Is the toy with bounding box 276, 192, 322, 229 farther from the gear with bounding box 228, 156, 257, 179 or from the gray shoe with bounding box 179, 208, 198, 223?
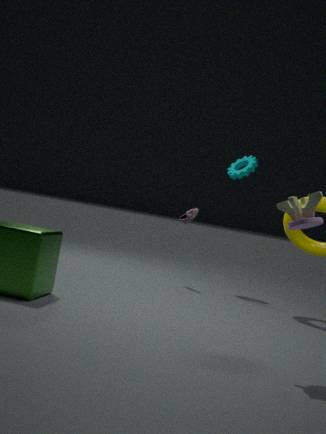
the gear with bounding box 228, 156, 257, 179
